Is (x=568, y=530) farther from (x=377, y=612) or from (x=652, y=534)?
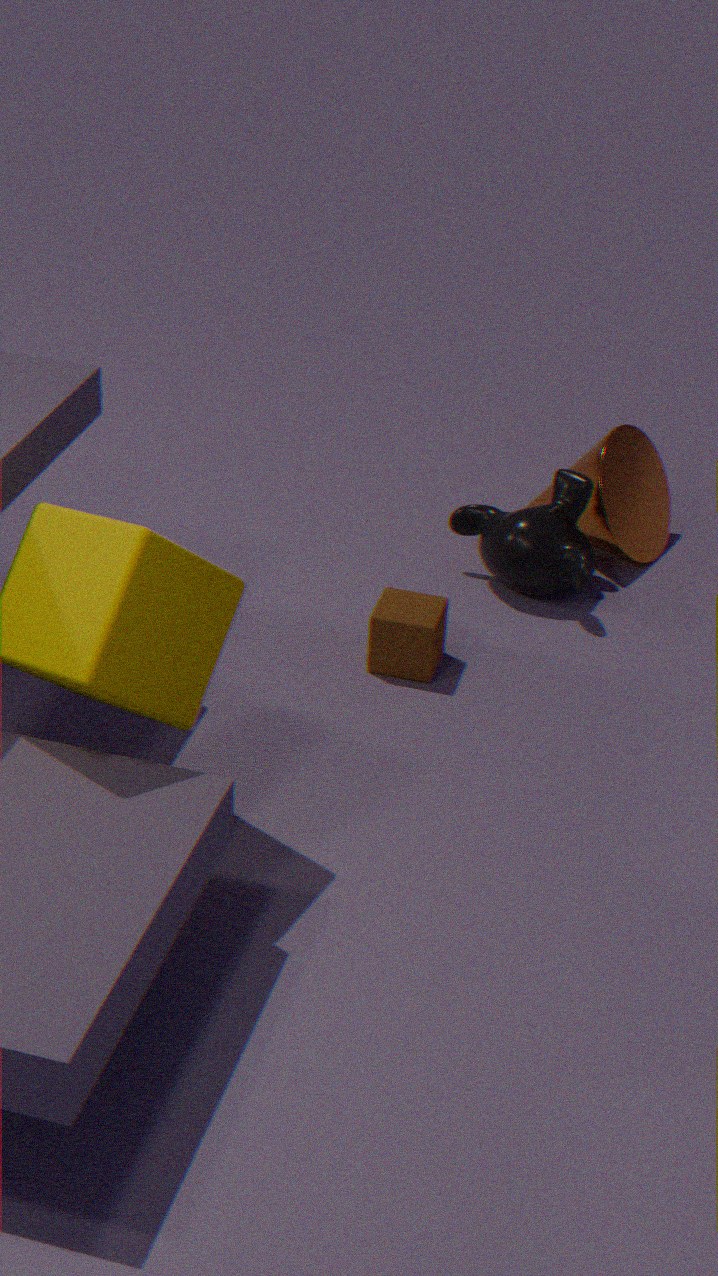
(x=377, y=612)
